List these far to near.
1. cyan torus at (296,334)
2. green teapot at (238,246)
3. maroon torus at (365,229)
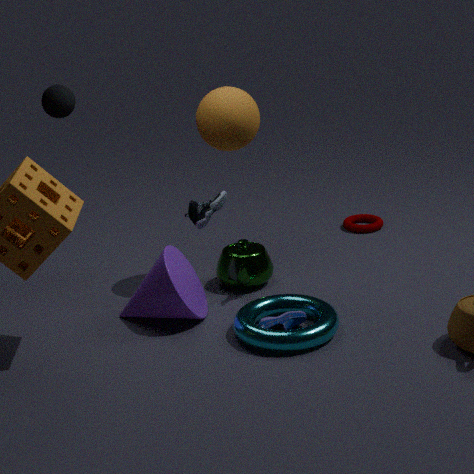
A: maroon torus at (365,229), green teapot at (238,246), cyan torus at (296,334)
